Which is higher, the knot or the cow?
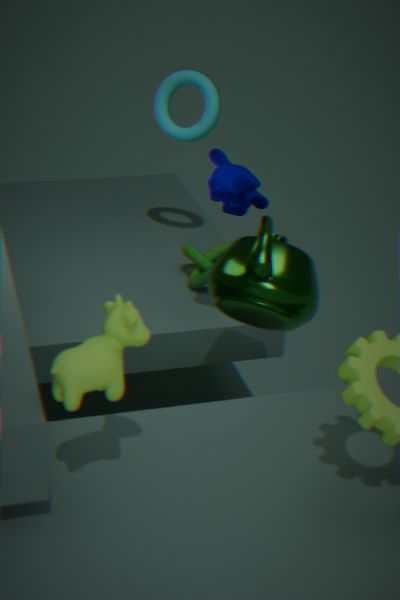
the cow
